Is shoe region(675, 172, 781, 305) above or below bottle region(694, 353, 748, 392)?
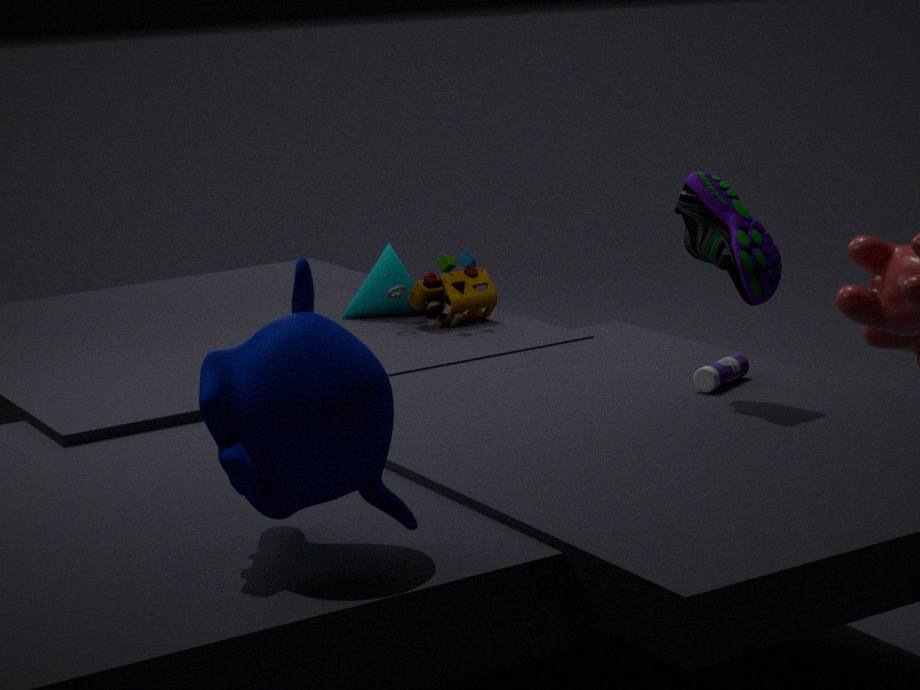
above
